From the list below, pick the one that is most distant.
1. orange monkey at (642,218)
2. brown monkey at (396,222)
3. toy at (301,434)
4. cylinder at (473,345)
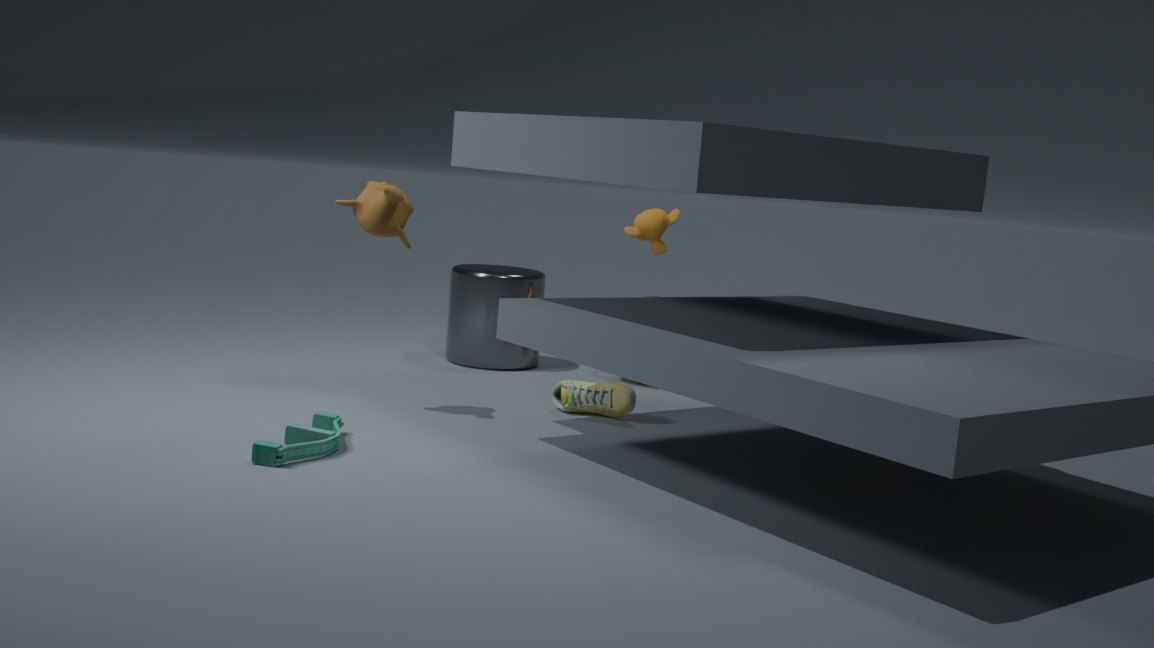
orange monkey at (642,218)
